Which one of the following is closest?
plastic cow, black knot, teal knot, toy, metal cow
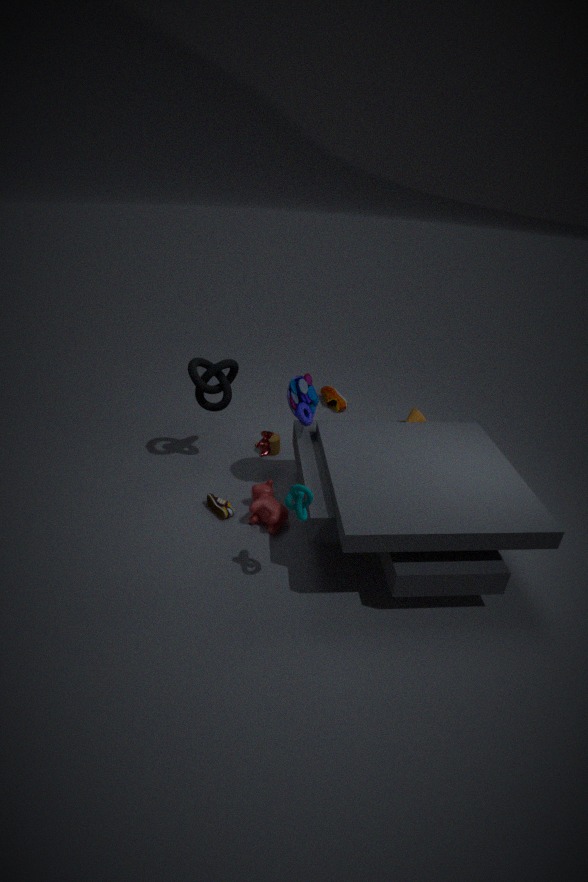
teal knot
